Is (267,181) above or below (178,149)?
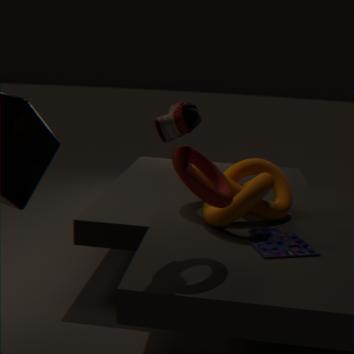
below
